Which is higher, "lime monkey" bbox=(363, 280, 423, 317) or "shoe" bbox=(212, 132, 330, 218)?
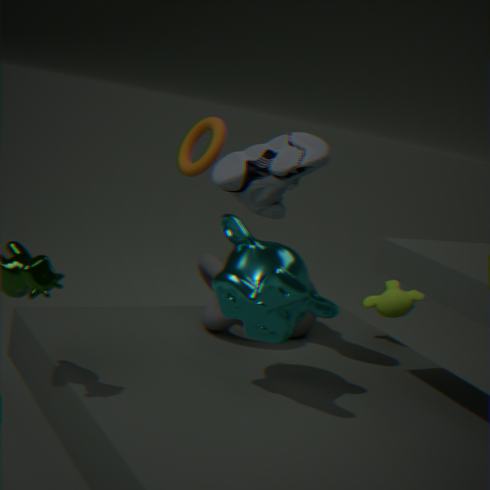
"shoe" bbox=(212, 132, 330, 218)
